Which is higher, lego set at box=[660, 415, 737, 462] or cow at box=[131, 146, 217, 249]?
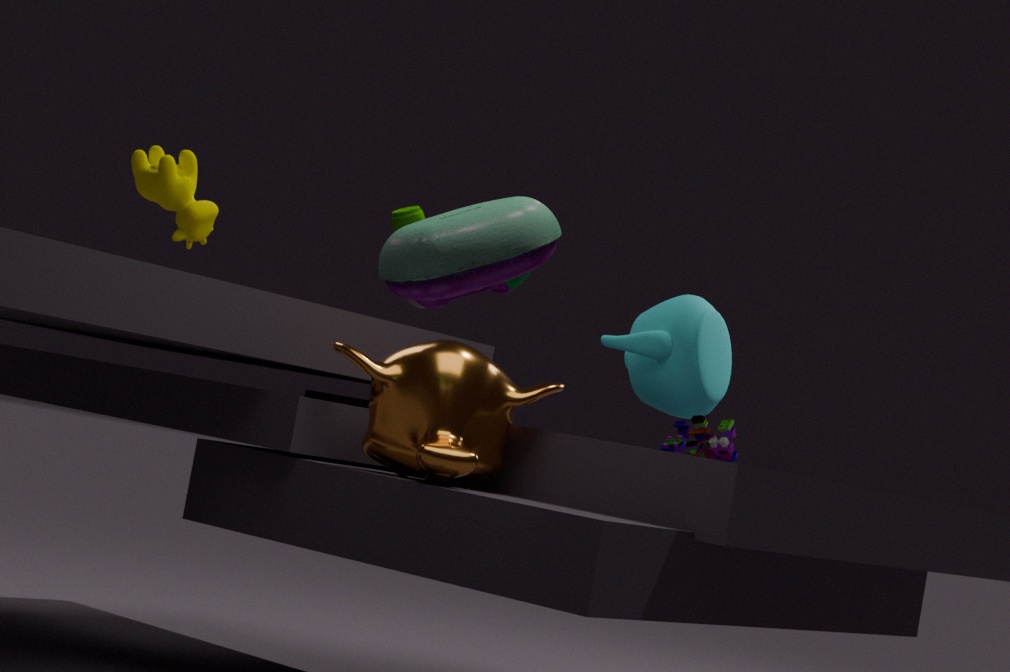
cow at box=[131, 146, 217, 249]
